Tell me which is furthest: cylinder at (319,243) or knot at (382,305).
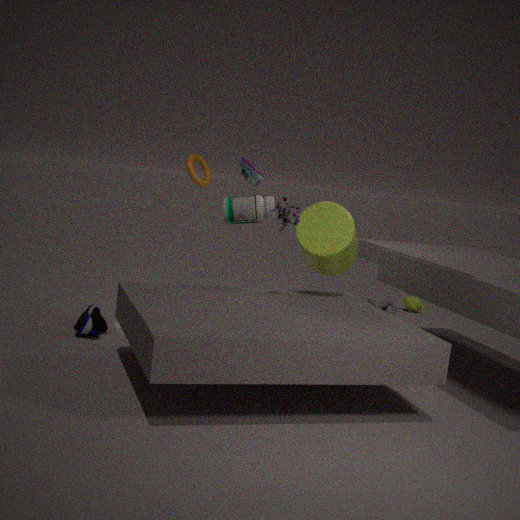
knot at (382,305)
